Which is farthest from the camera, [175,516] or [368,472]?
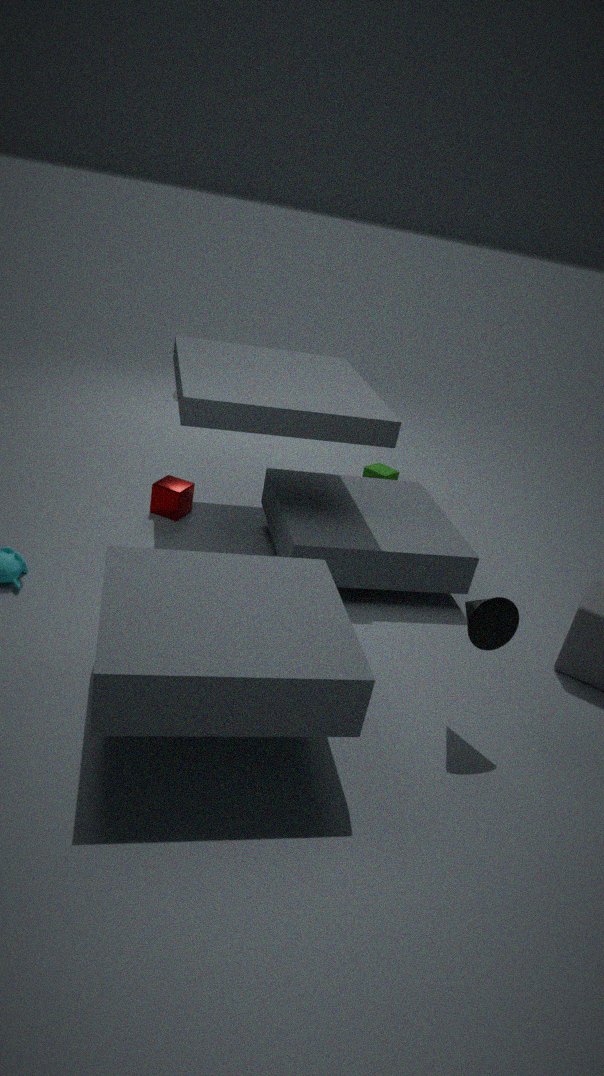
[368,472]
